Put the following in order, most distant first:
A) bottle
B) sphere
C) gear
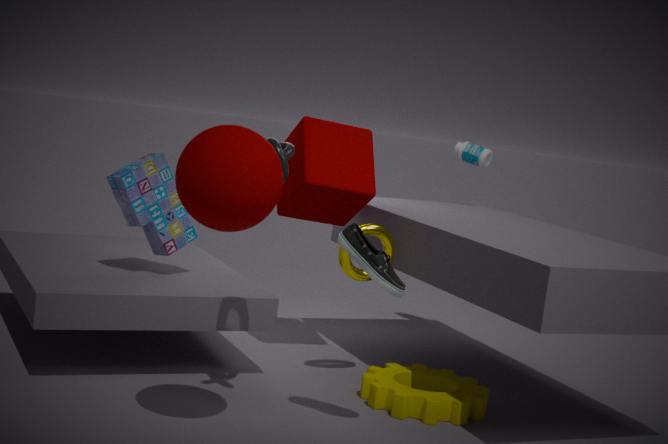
bottle < gear < sphere
